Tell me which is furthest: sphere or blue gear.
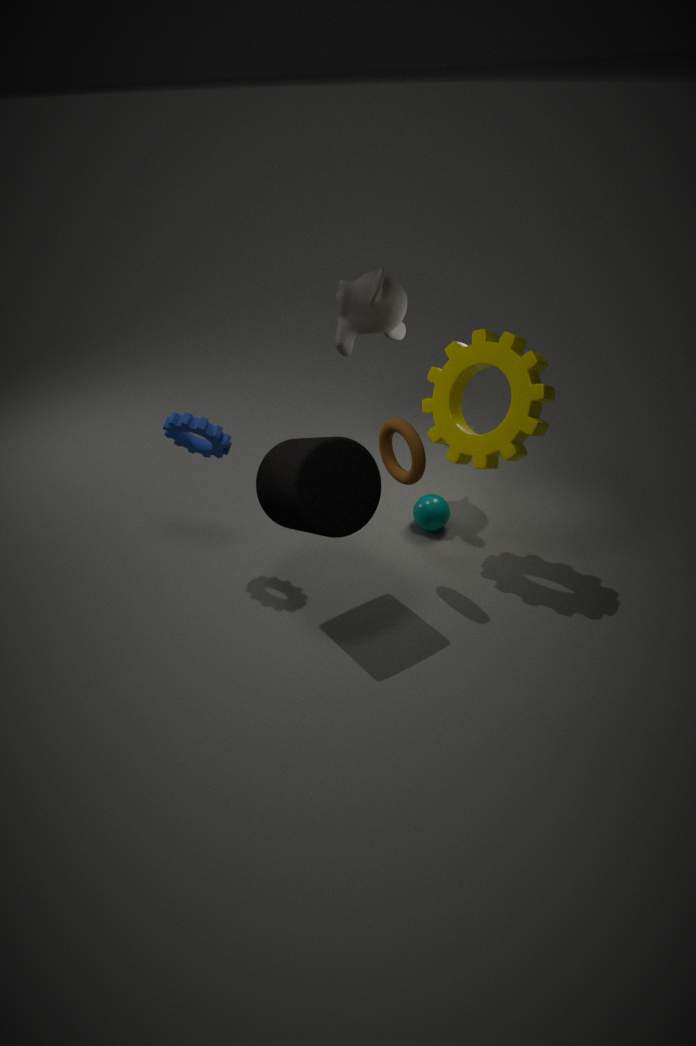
sphere
